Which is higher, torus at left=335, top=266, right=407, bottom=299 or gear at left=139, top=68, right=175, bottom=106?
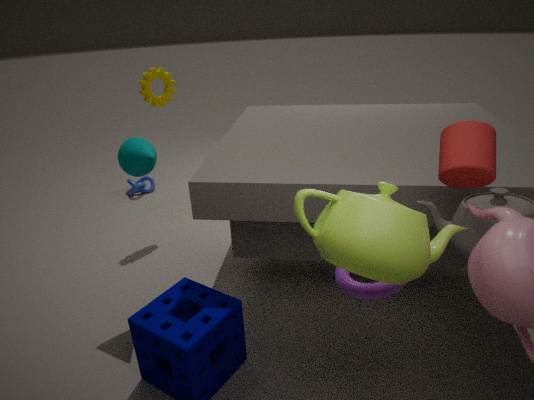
gear at left=139, top=68, right=175, bottom=106
